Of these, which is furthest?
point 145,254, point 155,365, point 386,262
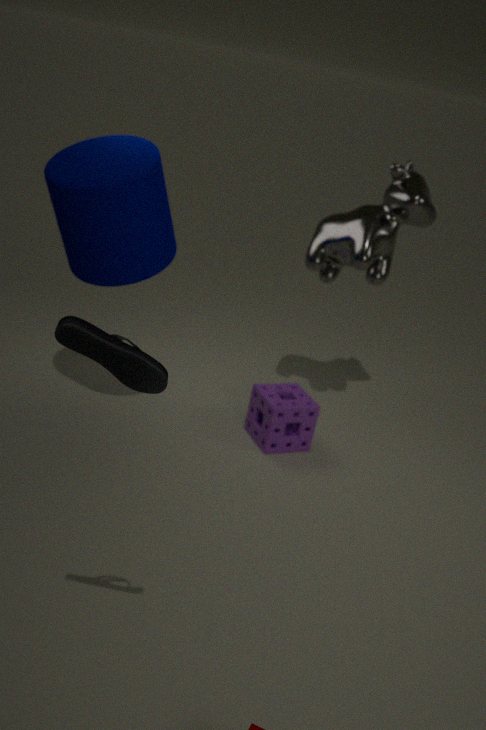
point 386,262
